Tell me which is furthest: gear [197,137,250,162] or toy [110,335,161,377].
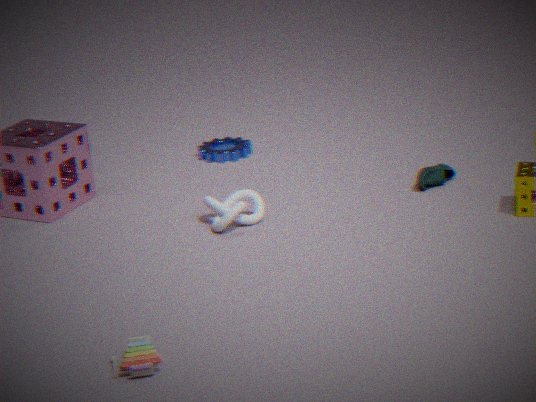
gear [197,137,250,162]
